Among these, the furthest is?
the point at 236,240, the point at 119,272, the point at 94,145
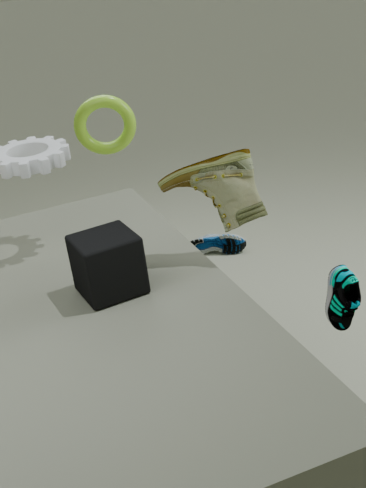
the point at 236,240
